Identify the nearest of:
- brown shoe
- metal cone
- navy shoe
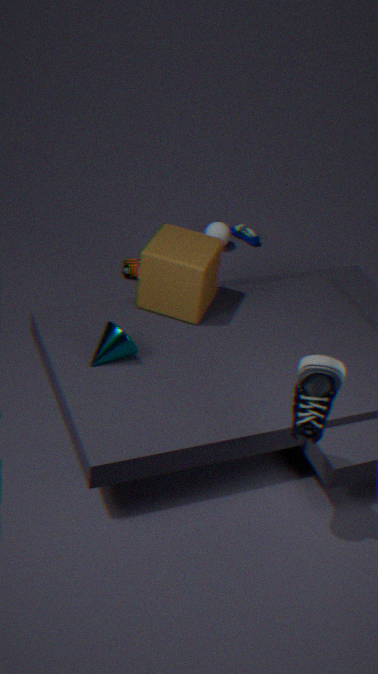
navy shoe
